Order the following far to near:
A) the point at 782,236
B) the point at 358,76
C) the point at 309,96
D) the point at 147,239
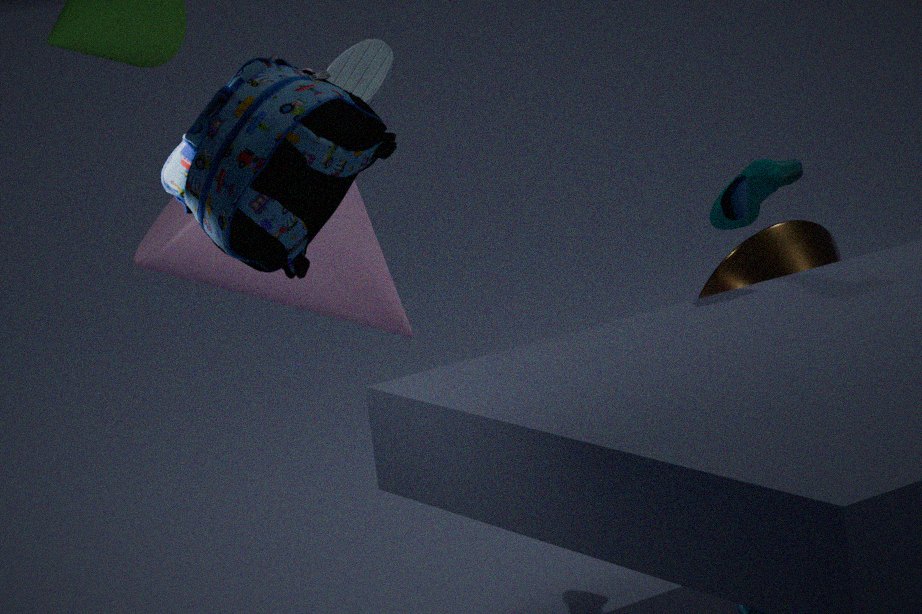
the point at 782,236
the point at 147,239
the point at 358,76
the point at 309,96
